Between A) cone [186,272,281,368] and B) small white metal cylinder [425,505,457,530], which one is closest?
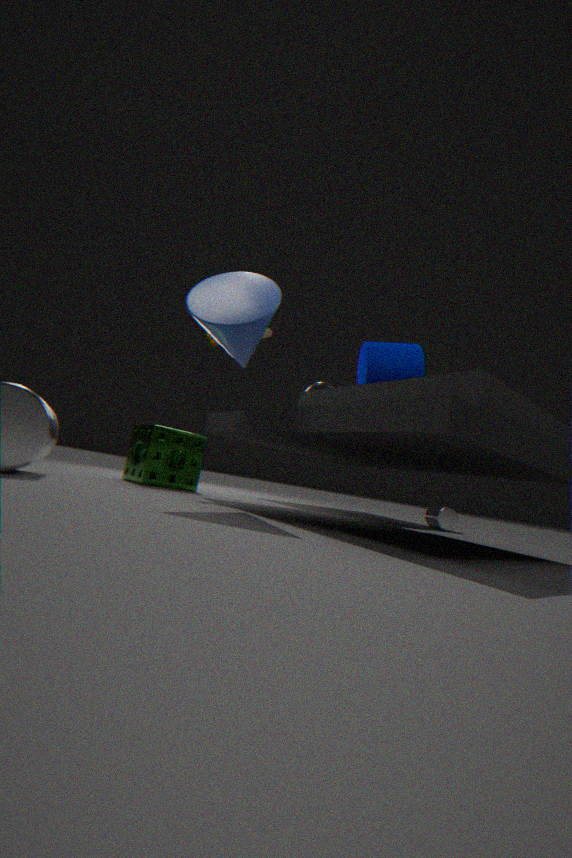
A. cone [186,272,281,368]
